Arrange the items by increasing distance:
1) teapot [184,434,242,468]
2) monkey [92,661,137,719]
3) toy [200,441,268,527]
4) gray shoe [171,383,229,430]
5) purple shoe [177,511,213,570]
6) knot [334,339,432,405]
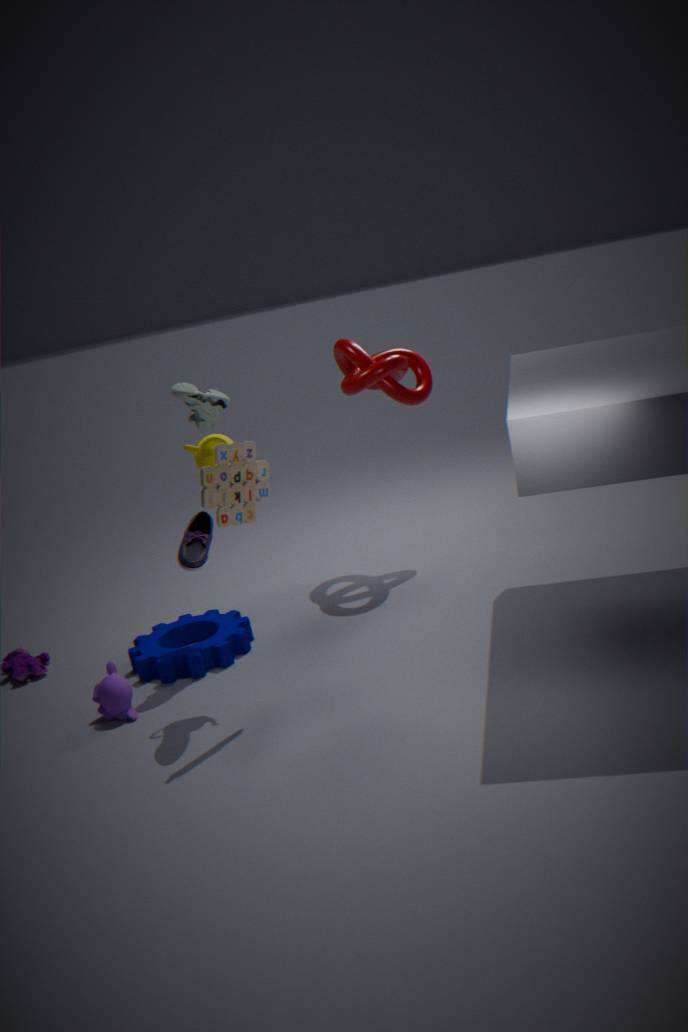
3. toy [200,441,268,527]
5. purple shoe [177,511,213,570]
1. teapot [184,434,242,468]
2. monkey [92,661,137,719]
4. gray shoe [171,383,229,430]
6. knot [334,339,432,405]
